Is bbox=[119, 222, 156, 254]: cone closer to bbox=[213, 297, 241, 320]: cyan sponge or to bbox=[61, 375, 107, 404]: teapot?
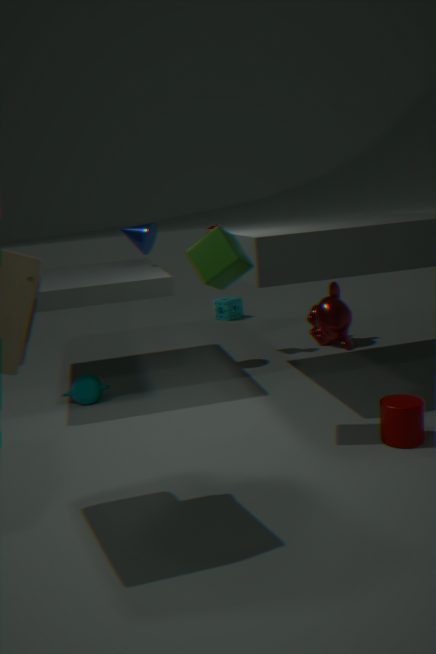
bbox=[61, 375, 107, 404]: teapot
